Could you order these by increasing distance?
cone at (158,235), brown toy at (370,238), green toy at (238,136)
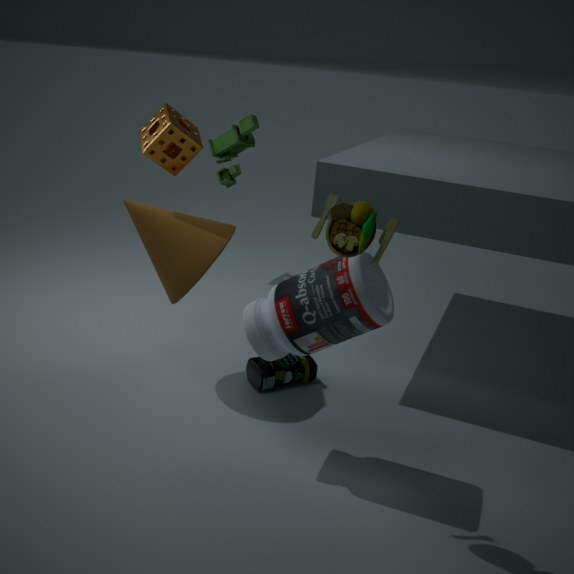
brown toy at (370,238)
cone at (158,235)
green toy at (238,136)
